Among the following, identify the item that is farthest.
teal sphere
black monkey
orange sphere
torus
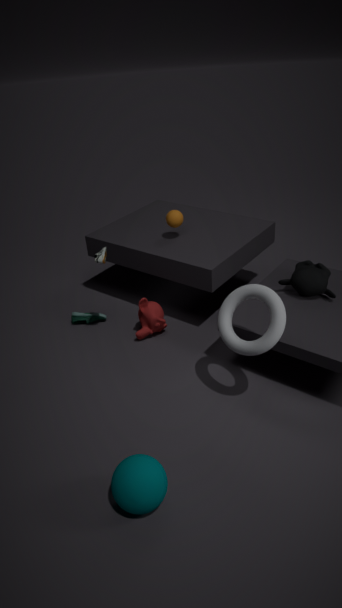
orange sphere
